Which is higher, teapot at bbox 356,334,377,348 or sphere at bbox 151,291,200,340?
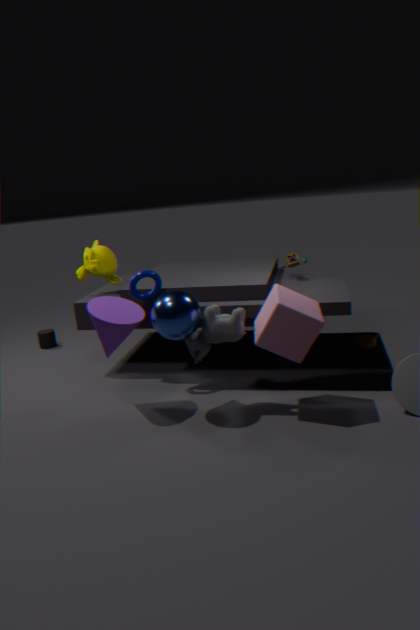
sphere at bbox 151,291,200,340
